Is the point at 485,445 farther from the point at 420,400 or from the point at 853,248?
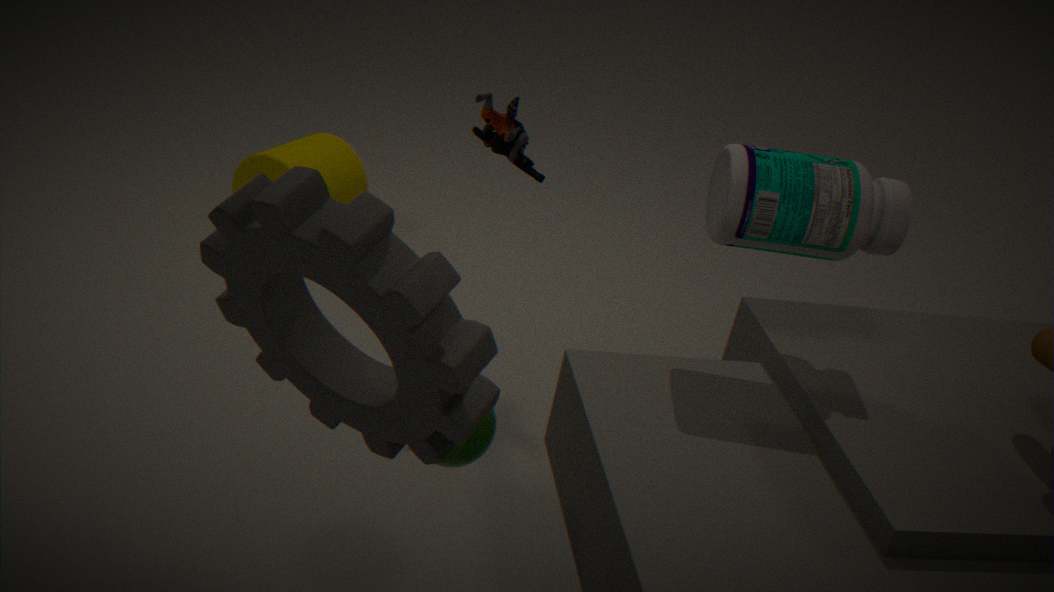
the point at 853,248
